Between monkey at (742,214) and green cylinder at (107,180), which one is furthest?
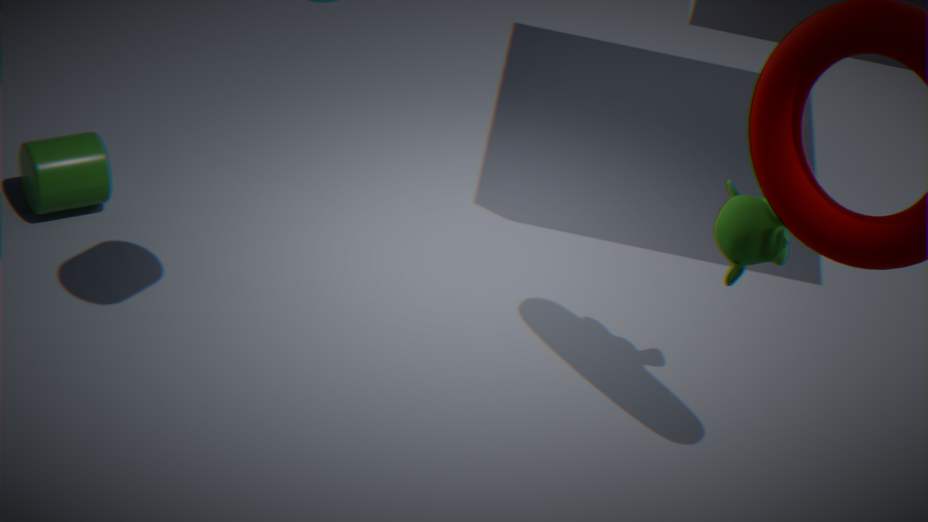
green cylinder at (107,180)
